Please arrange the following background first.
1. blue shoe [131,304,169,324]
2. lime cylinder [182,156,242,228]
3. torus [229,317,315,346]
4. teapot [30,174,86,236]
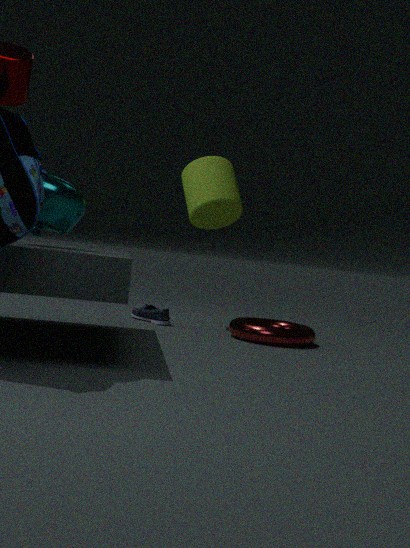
1. lime cylinder [182,156,242,228]
2. blue shoe [131,304,169,324]
3. torus [229,317,315,346]
4. teapot [30,174,86,236]
